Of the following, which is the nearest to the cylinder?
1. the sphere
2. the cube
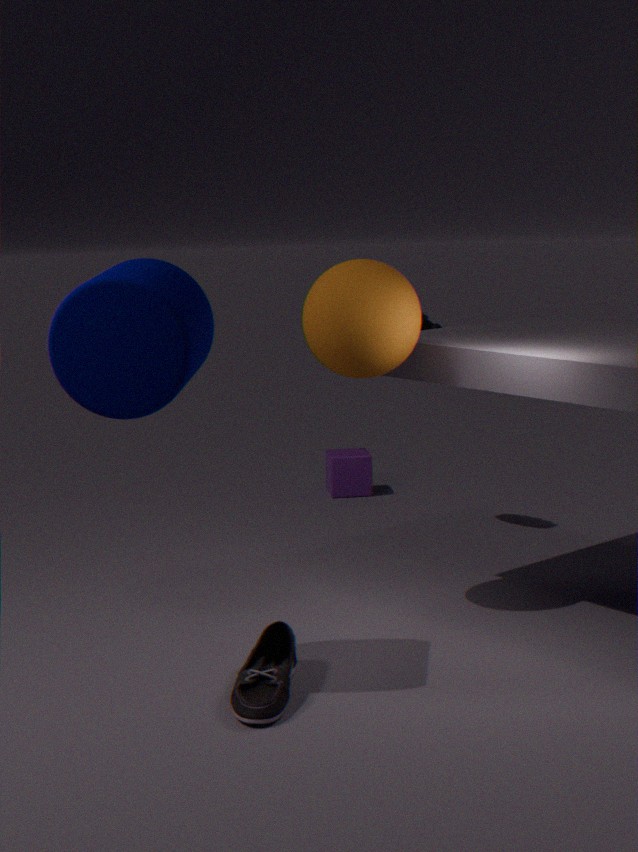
the sphere
